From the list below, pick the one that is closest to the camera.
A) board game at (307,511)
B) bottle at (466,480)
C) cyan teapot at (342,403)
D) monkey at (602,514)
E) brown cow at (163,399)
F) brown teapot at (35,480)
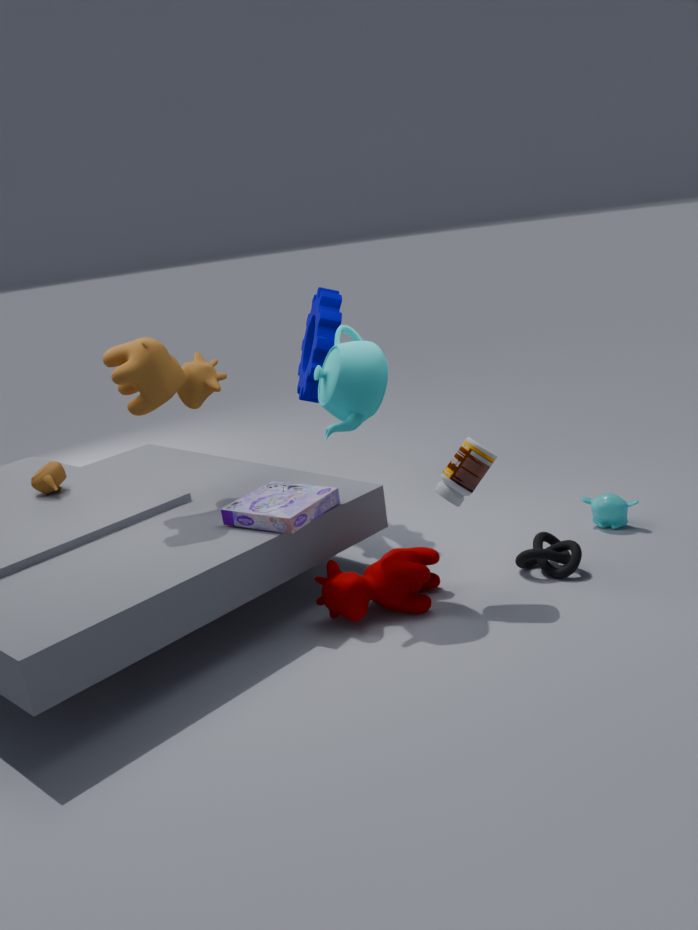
cyan teapot at (342,403)
